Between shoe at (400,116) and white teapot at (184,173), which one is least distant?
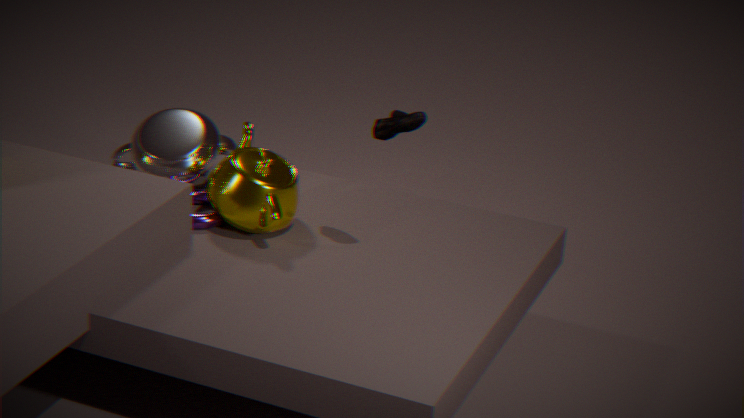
shoe at (400,116)
